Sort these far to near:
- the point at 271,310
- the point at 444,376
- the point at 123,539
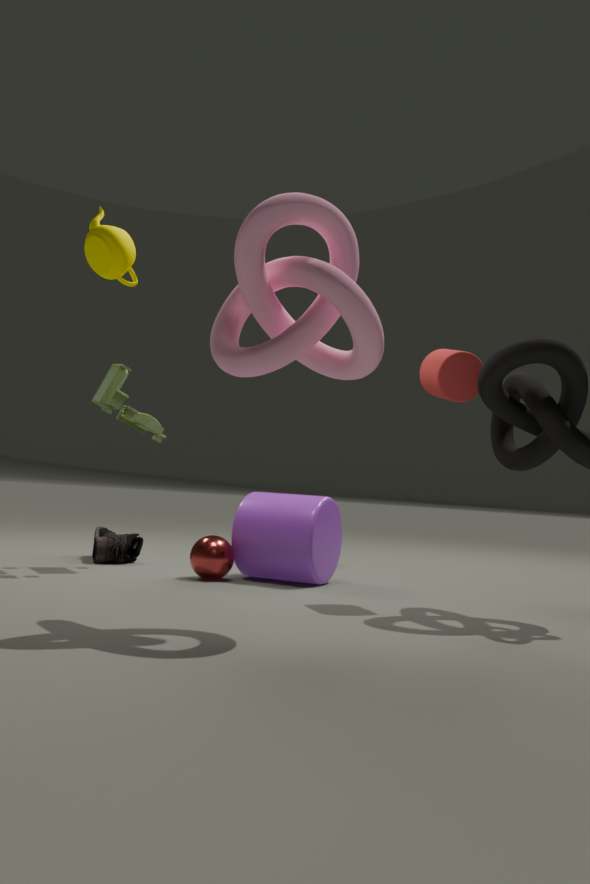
the point at 123,539
the point at 444,376
the point at 271,310
